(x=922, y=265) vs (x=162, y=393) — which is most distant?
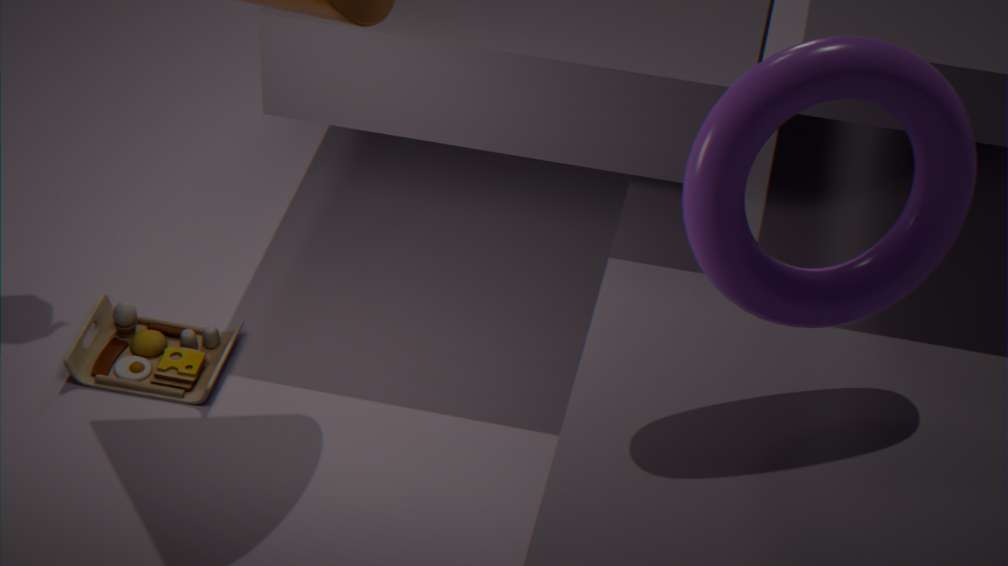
(x=162, y=393)
